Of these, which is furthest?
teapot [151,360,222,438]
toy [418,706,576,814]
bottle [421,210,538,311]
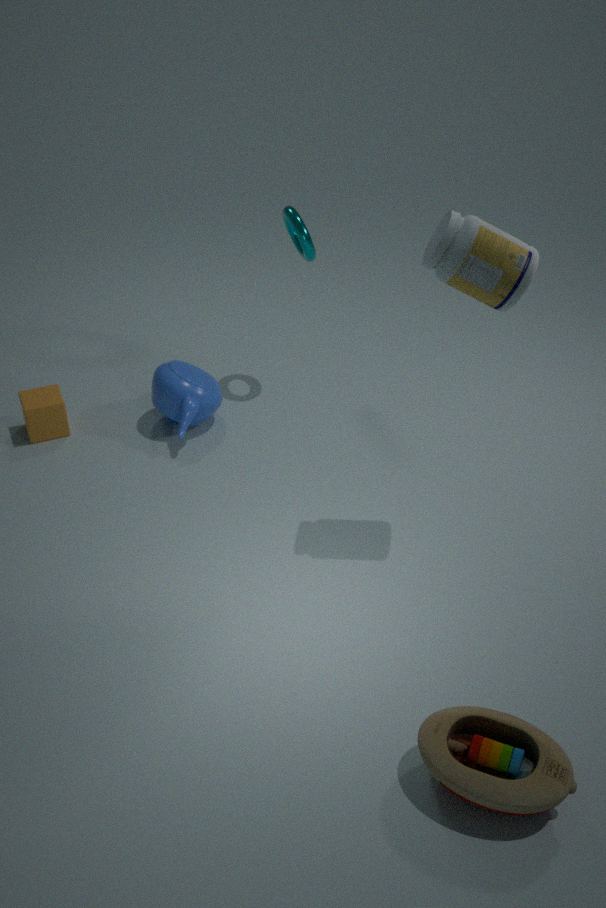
teapot [151,360,222,438]
